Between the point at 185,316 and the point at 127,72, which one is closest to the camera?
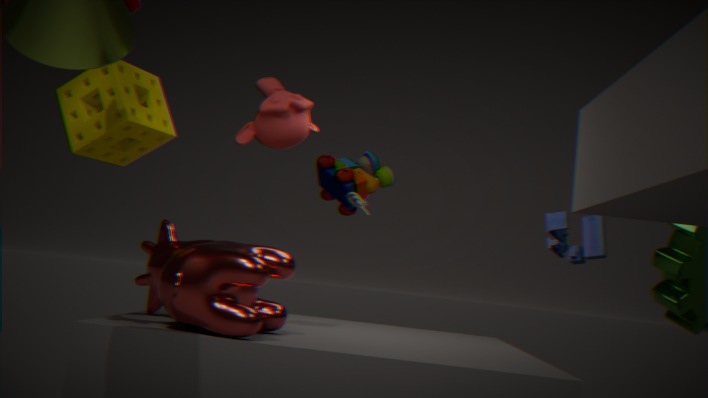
the point at 185,316
